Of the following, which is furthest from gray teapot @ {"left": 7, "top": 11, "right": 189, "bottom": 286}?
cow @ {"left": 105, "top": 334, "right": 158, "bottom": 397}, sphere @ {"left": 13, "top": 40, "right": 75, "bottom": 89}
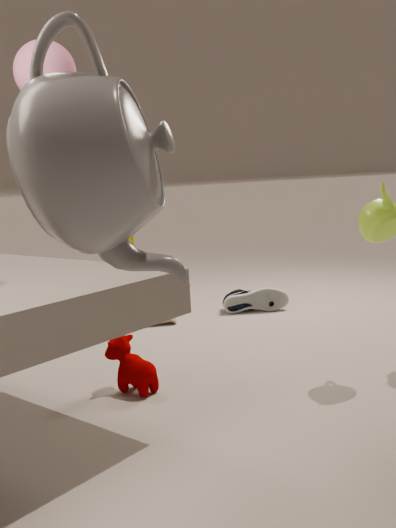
cow @ {"left": 105, "top": 334, "right": 158, "bottom": 397}
